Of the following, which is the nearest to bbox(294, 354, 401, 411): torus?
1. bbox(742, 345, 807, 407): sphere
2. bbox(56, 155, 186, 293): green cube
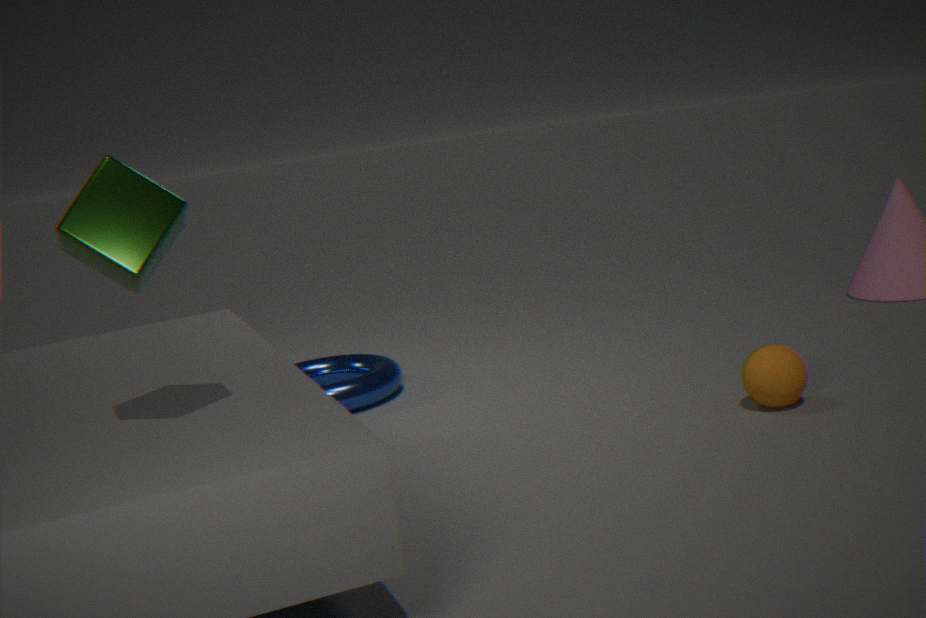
bbox(742, 345, 807, 407): sphere
